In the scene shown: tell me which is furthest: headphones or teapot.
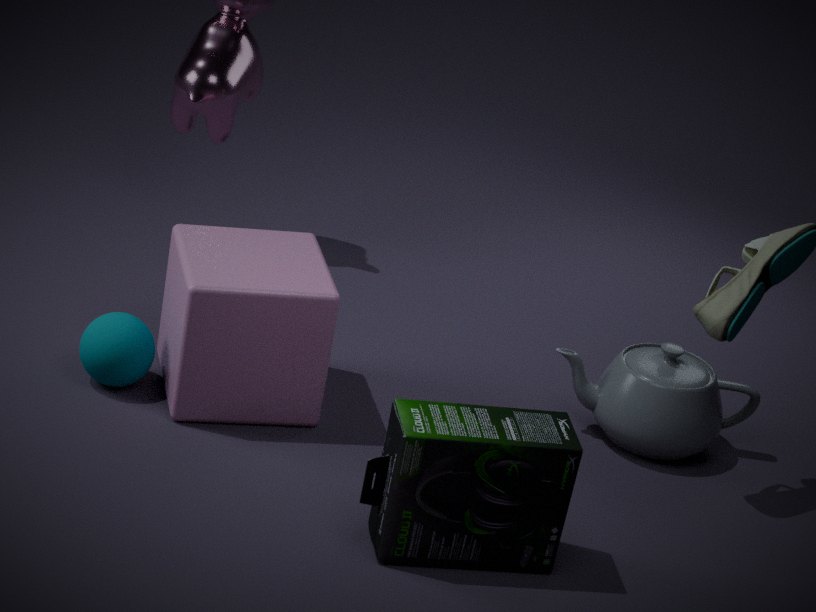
teapot
